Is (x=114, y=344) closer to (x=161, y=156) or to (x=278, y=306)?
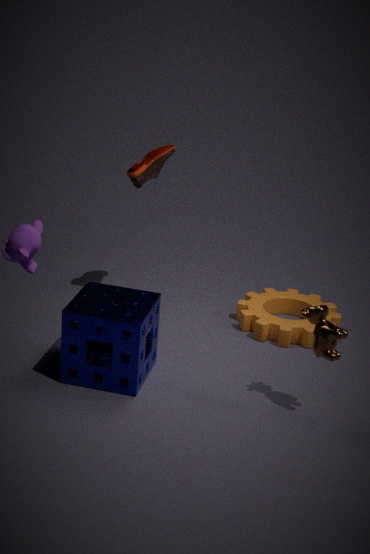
(x=161, y=156)
